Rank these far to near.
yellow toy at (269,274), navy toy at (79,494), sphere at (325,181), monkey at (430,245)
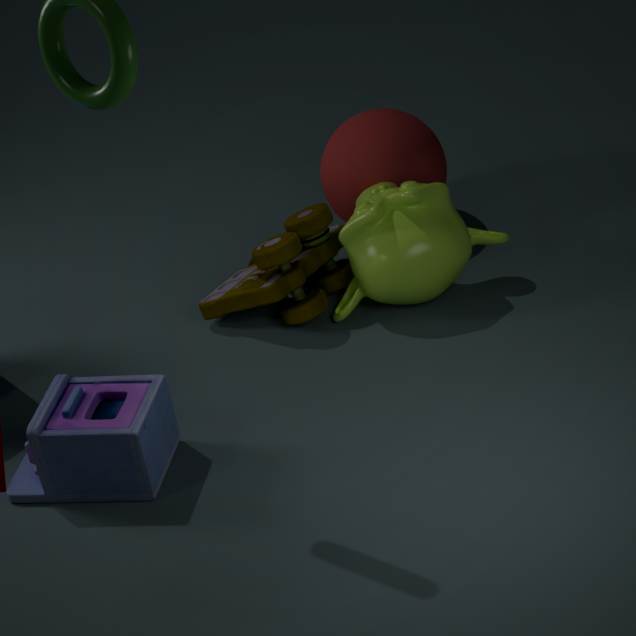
sphere at (325,181), yellow toy at (269,274), monkey at (430,245), navy toy at (79,494)
